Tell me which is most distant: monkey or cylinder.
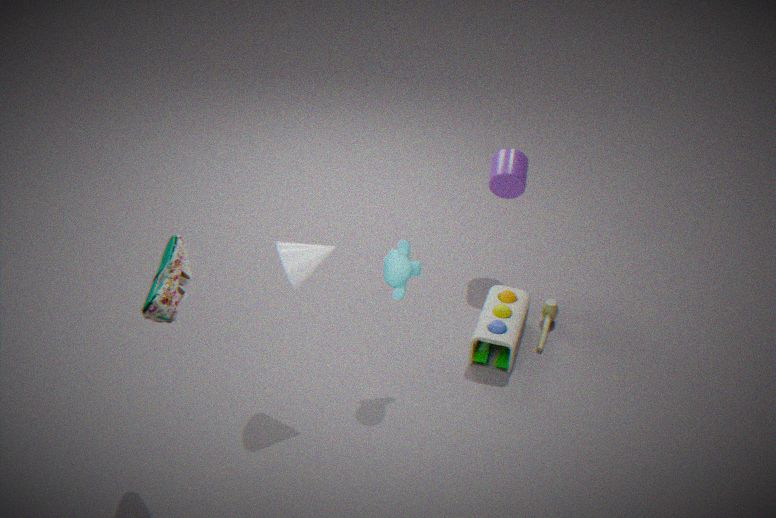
cylinder
